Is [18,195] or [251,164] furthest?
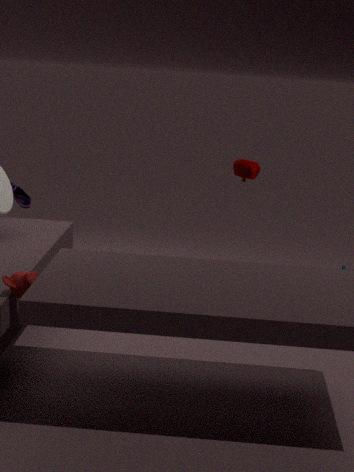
[18,195]
